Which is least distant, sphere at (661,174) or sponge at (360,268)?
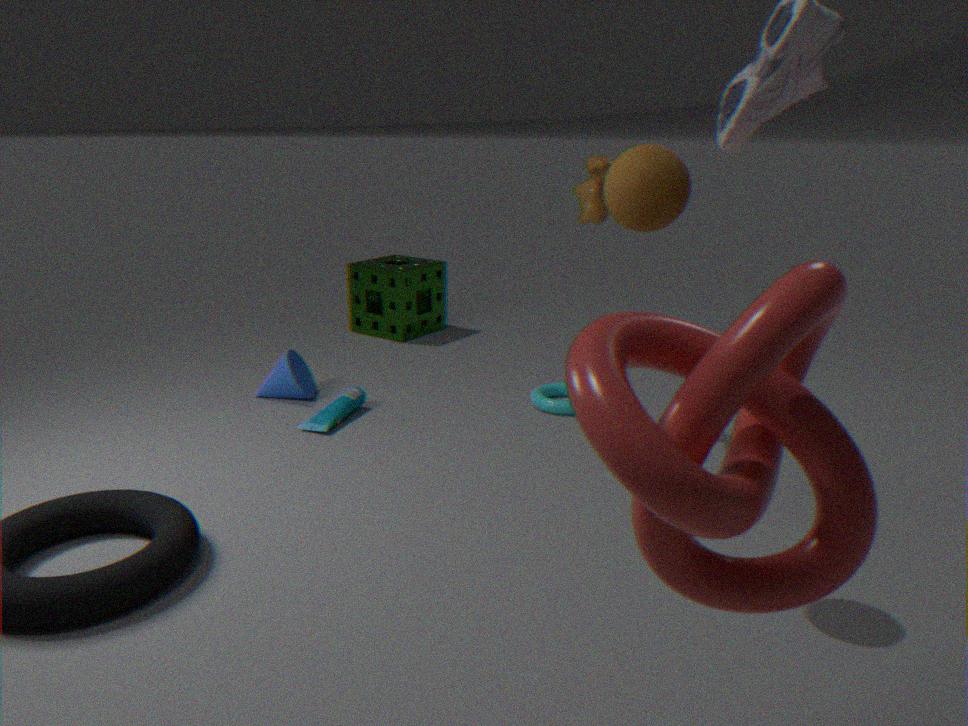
sphere at (661,174)
